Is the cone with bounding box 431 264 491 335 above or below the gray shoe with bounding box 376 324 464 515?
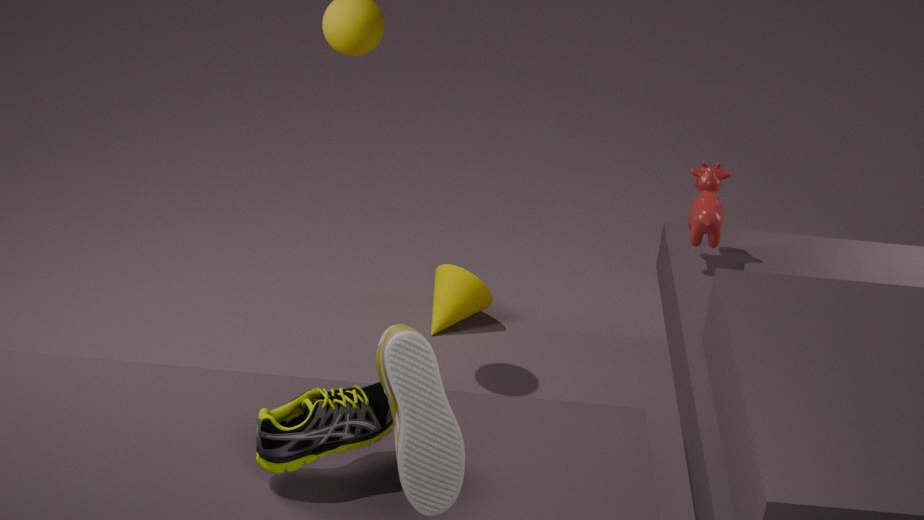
below
